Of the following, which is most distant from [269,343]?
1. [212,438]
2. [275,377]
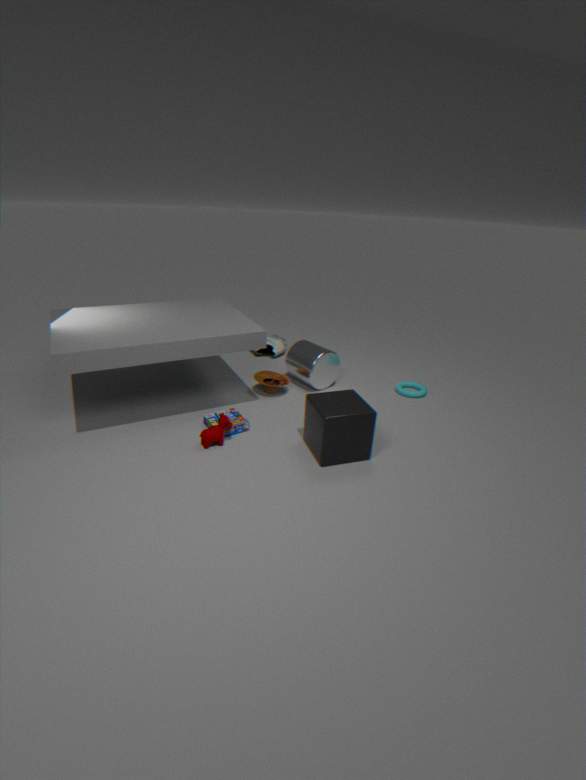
[212,438]
